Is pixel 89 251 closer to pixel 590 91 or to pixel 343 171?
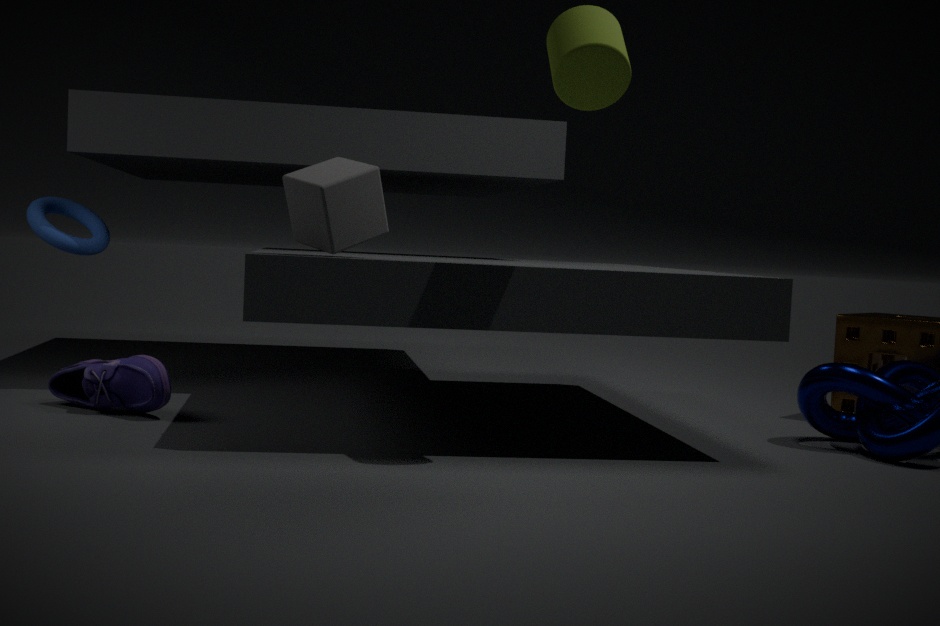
pixel 343 171
